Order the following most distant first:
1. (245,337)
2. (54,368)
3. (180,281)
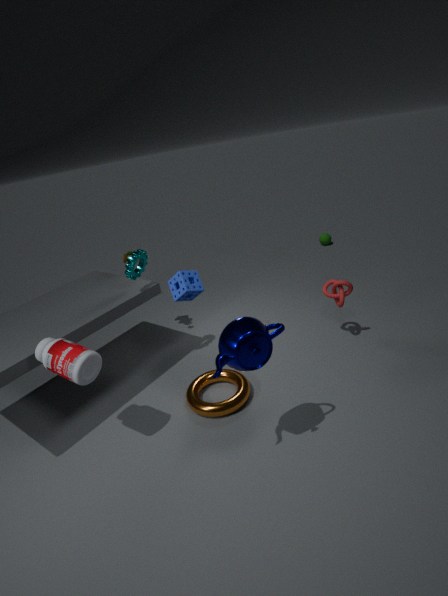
1. (180,281)
2. (54,368)
3. (245,337)
